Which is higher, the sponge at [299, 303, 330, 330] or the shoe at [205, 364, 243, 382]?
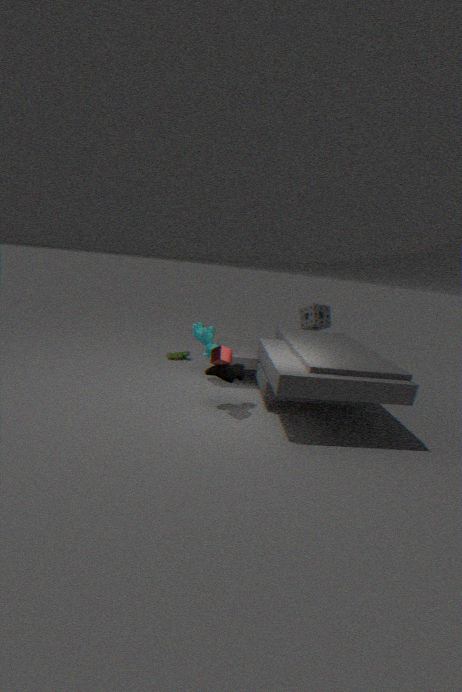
the sponge at [299, 303, 330, 330]
